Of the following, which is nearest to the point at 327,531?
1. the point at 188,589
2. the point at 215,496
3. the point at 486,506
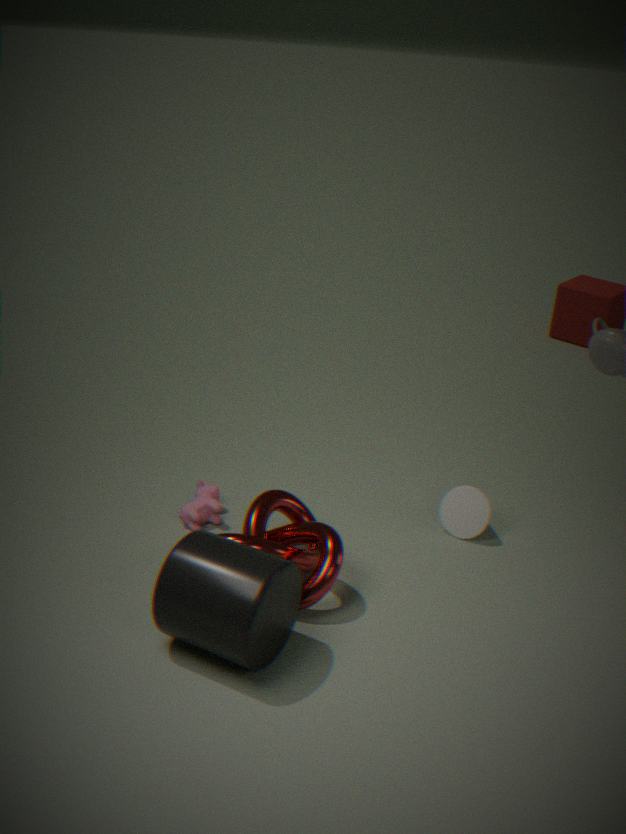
the point at 188,589
